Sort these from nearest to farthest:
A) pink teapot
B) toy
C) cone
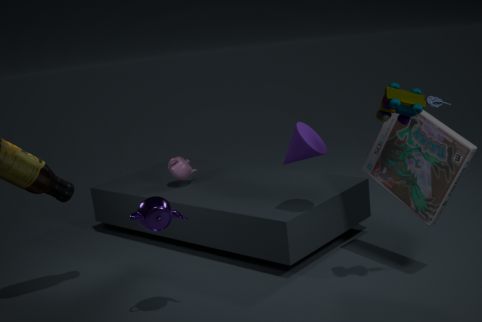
toy, cone, pink teapot
